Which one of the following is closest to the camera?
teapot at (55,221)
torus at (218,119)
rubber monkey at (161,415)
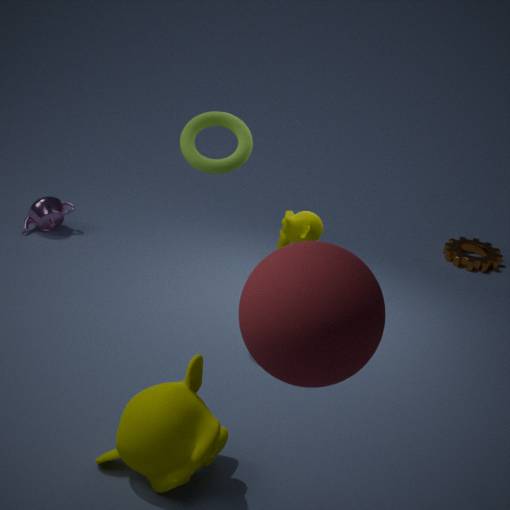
rubber monkey at (161,415)
